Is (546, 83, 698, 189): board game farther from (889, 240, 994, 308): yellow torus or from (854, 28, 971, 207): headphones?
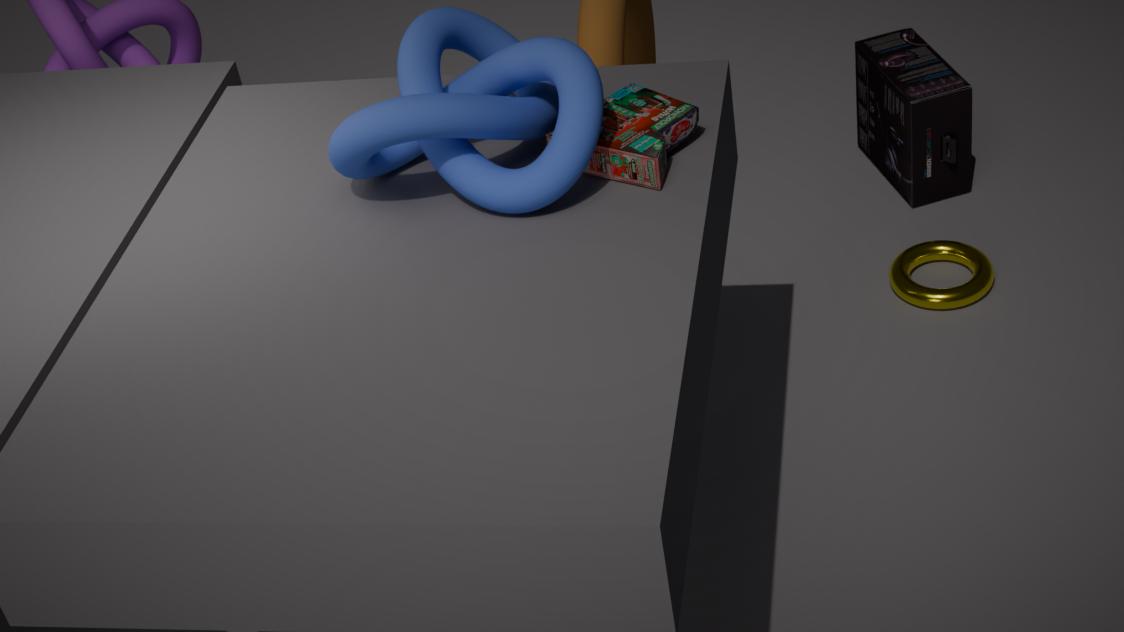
(854, 28, 971, 207): headphones
